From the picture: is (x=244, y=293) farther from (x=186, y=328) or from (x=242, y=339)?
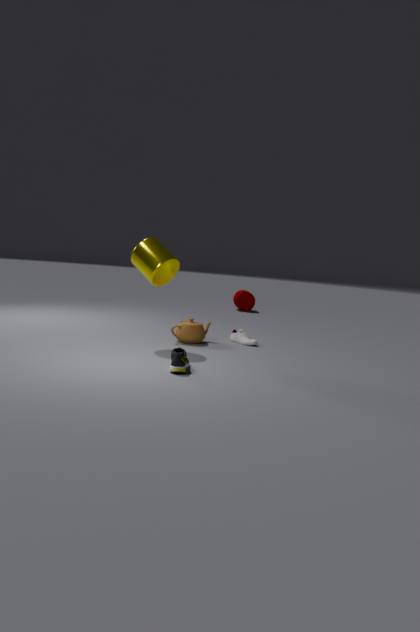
(x=186, y=328)
